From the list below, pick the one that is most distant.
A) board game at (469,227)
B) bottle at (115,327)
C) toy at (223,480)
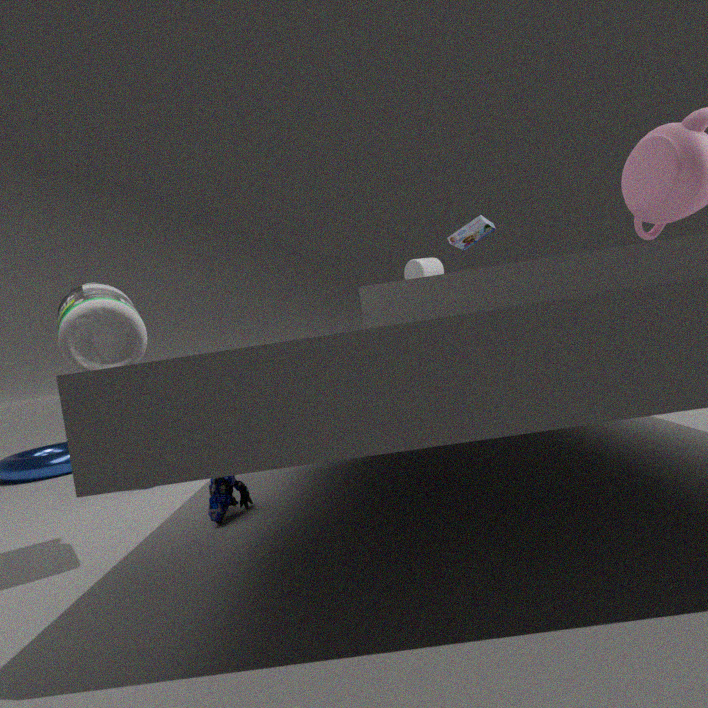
board game at (469,227)
